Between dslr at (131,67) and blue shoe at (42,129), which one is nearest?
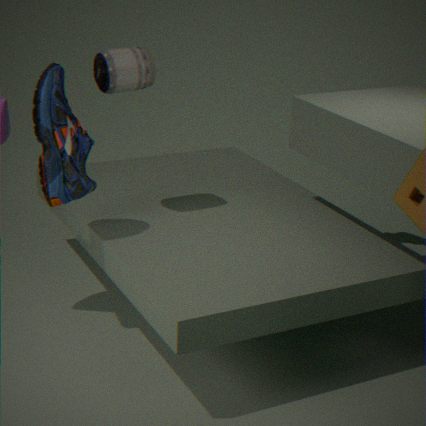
blue shoe at (42,129)
